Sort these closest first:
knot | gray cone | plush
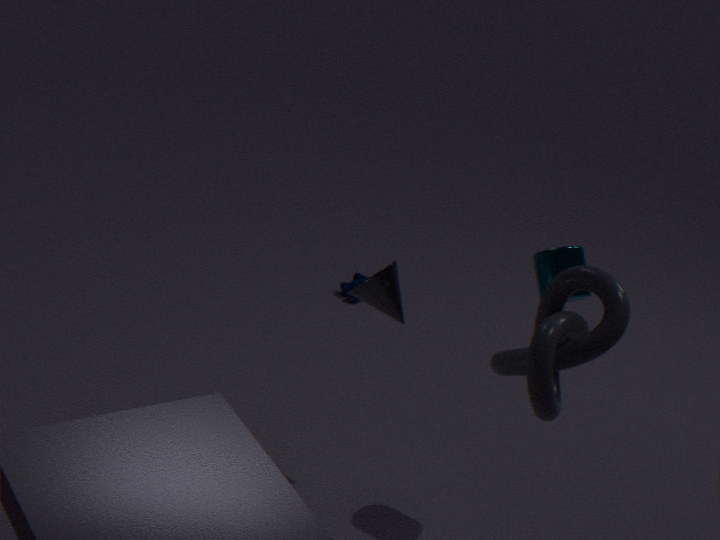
knot
gray cone
plush
